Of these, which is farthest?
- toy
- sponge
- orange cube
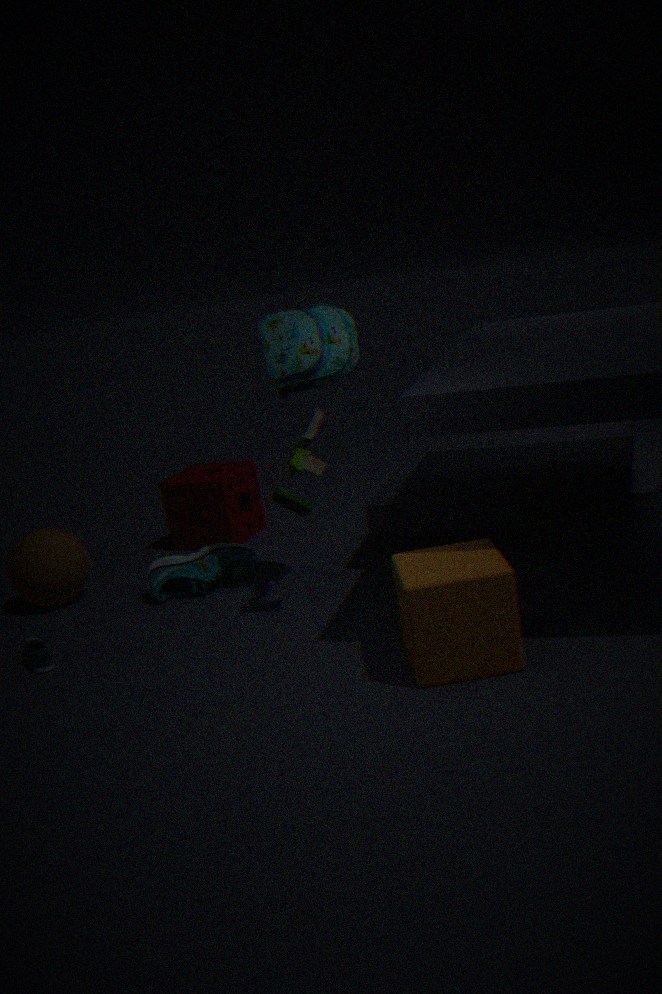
sponge
